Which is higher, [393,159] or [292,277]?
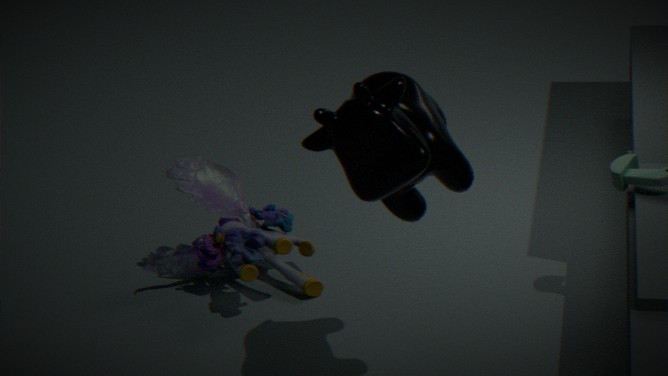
[393,159]
